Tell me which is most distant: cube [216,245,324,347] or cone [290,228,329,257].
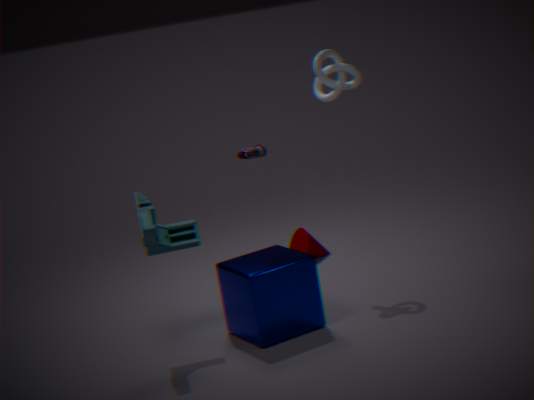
cone [290,228,329,257]
